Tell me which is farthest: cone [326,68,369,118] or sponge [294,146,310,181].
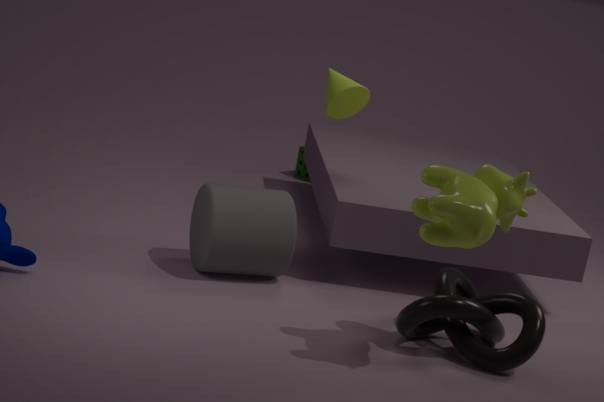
sponge [294,146,310,181]
